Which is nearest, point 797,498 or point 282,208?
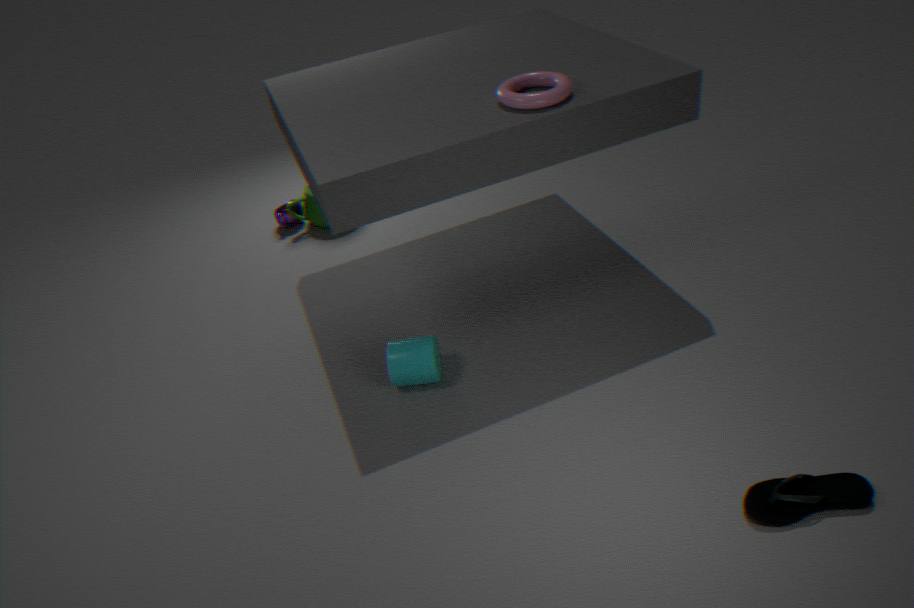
point 797,498
